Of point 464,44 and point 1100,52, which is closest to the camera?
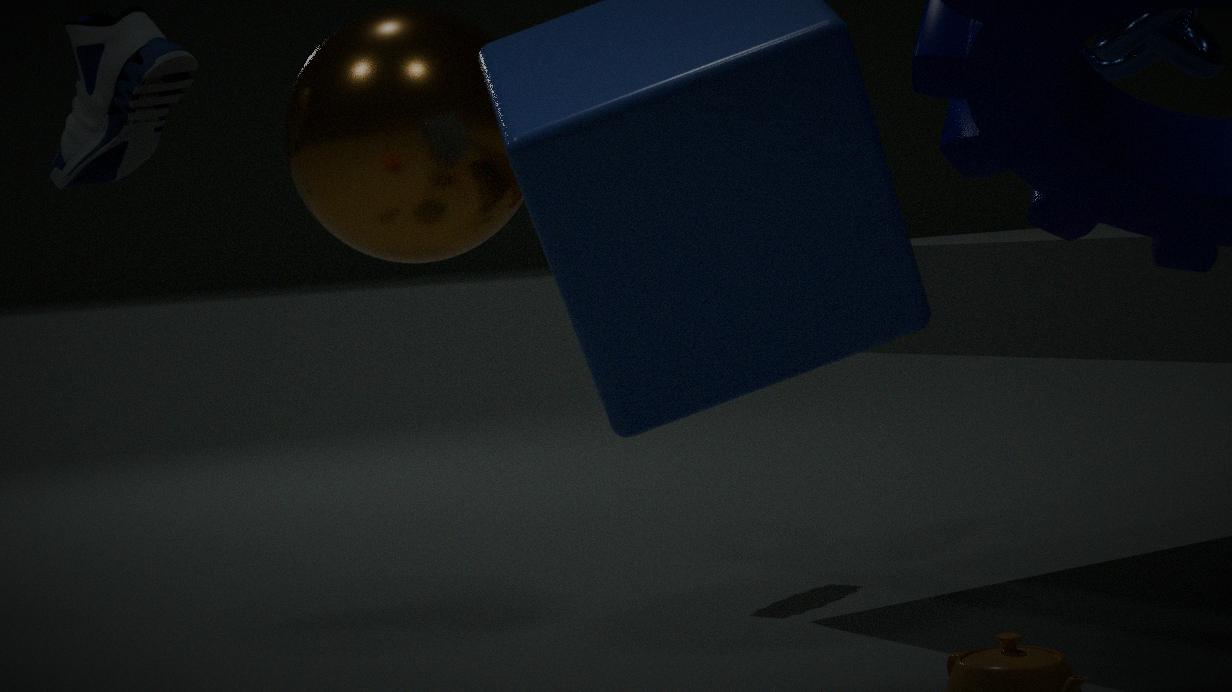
point 464,44
